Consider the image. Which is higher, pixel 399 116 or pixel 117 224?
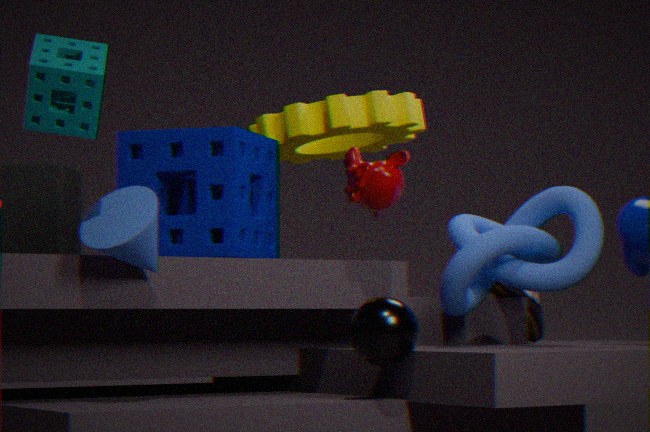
pixel 399 116
